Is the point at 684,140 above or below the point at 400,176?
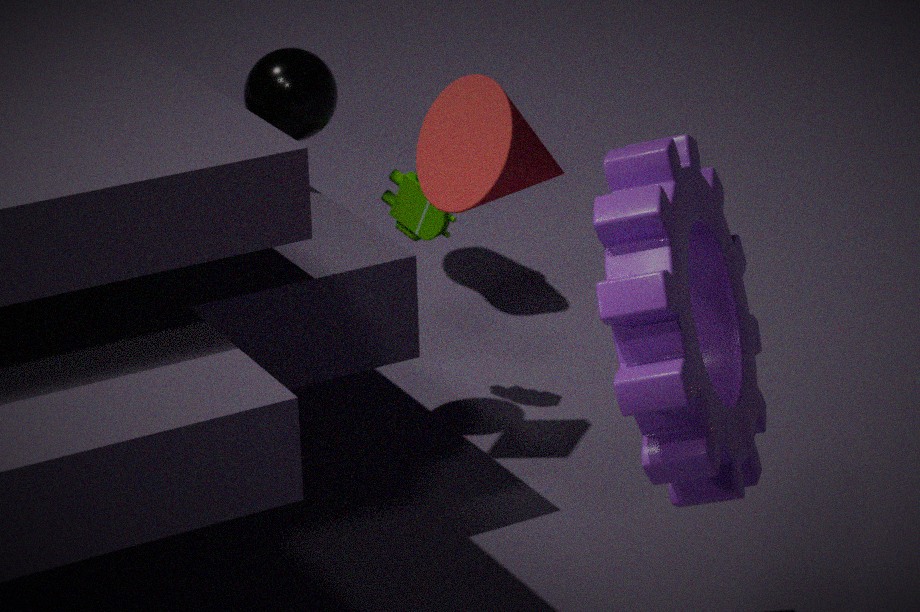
above
